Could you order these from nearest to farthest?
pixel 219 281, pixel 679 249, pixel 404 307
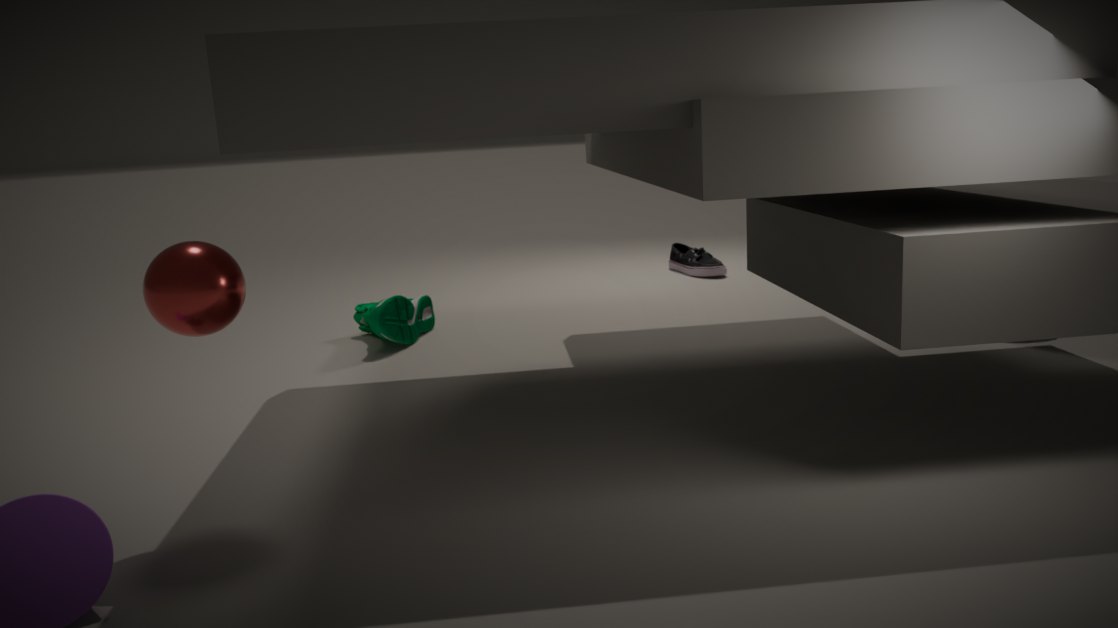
pixel 219 281 → pixel 404 307 → pixel 679 249
